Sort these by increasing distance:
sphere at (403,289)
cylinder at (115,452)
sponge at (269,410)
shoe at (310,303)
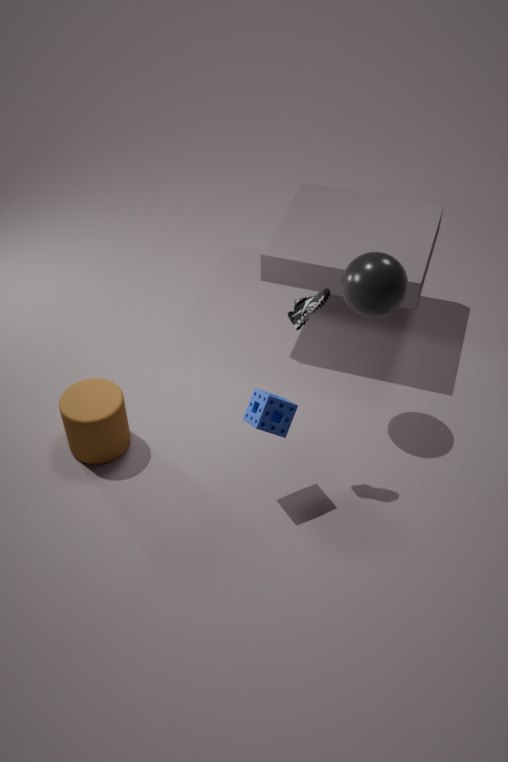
shoe at (310,303) → sponge at (269,410) → sphere at (403,289) → cylinder at (115,452)
